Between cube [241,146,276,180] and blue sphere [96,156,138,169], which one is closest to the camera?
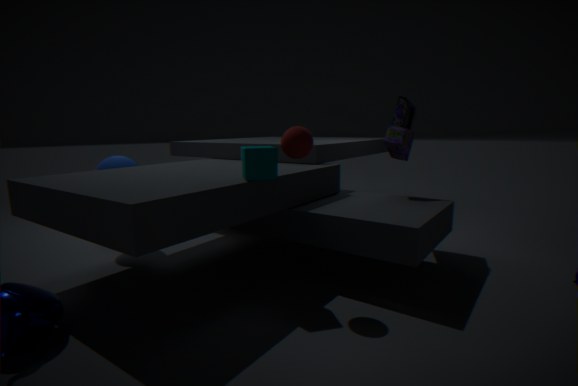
cube [241,146,276,180]
